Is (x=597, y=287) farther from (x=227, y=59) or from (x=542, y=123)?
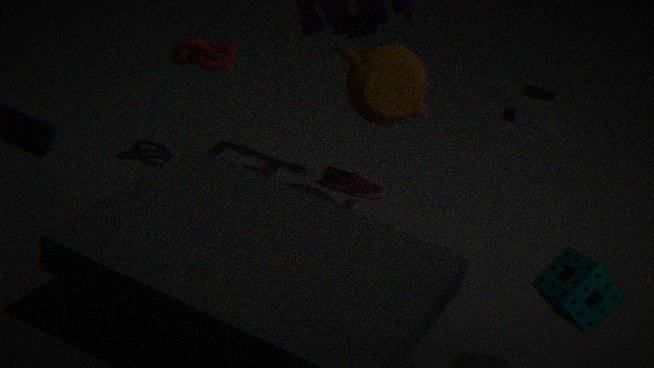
(x=542, y=123)
